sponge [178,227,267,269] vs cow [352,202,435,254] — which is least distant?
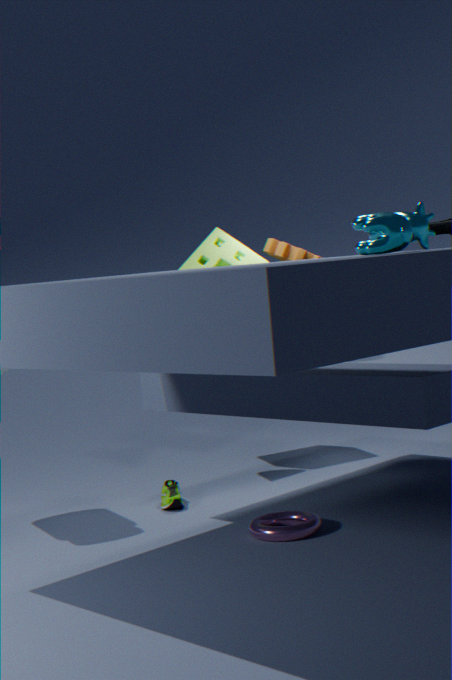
cow [352,202,435,254]
